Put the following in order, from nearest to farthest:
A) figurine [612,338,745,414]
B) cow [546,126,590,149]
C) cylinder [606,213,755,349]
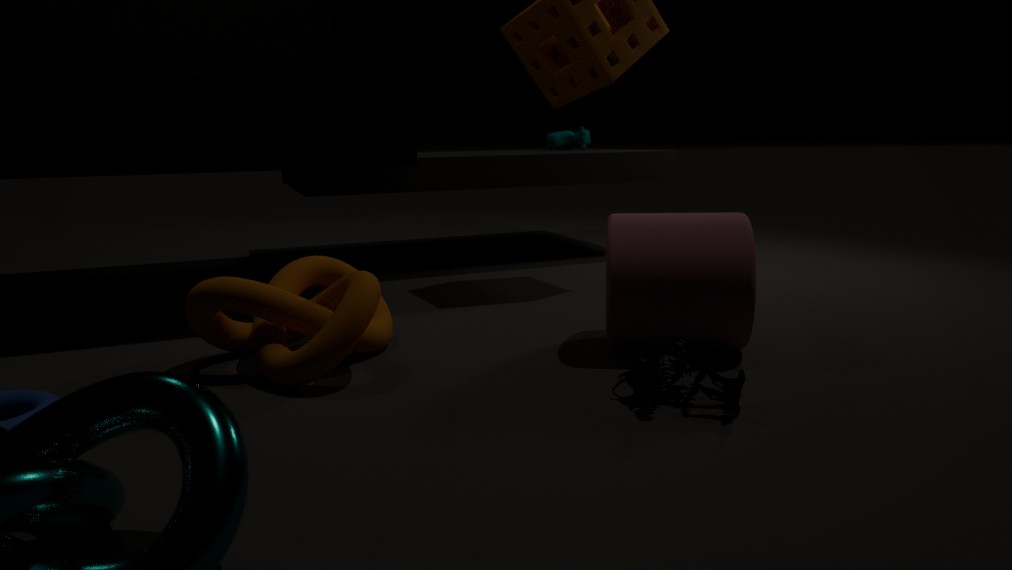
figurine [612,338,745,414], cylinder [606,213,755,349], cow [546,126,590,149]
